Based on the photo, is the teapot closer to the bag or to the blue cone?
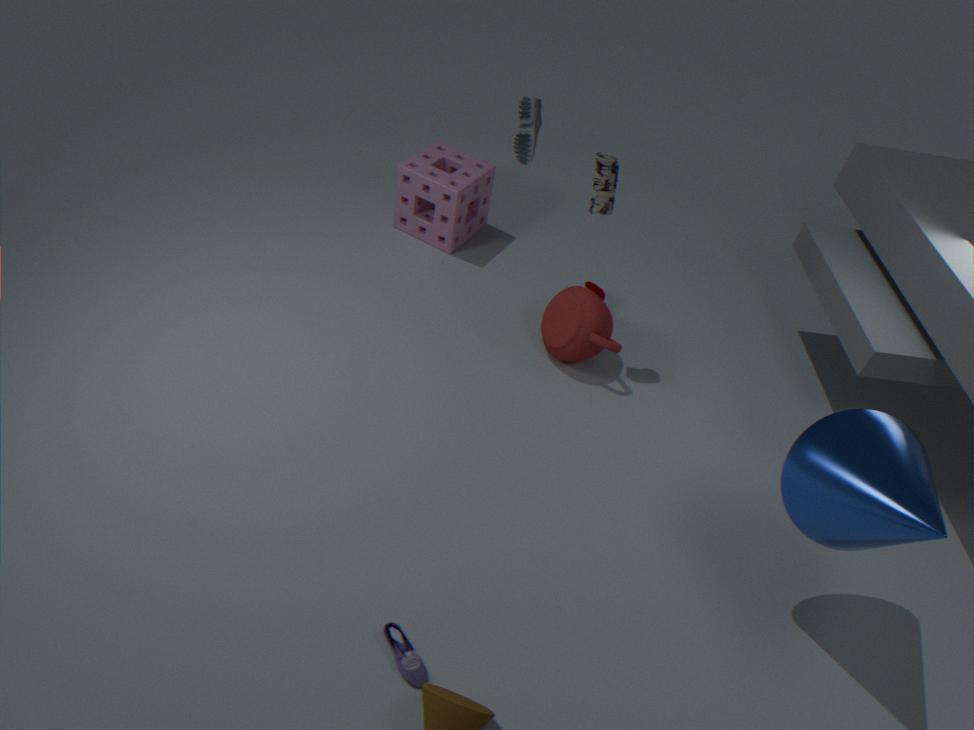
the bag
